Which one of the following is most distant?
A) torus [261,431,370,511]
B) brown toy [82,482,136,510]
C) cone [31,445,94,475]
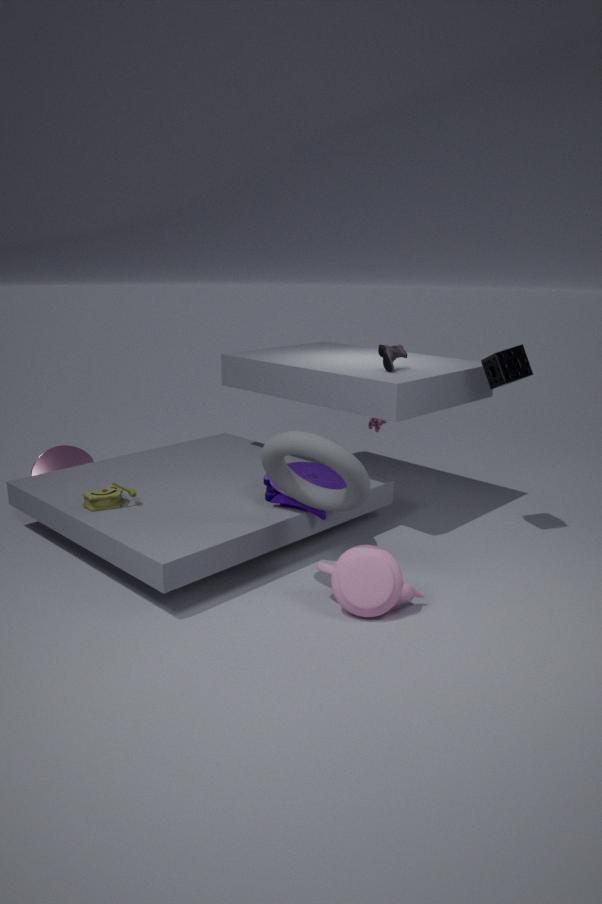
cone [31,445,94,475]
